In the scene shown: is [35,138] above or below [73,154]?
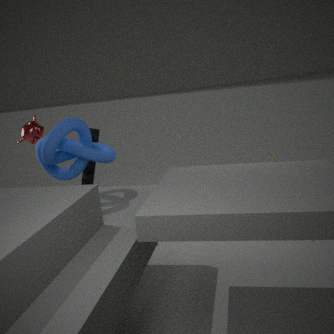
above
